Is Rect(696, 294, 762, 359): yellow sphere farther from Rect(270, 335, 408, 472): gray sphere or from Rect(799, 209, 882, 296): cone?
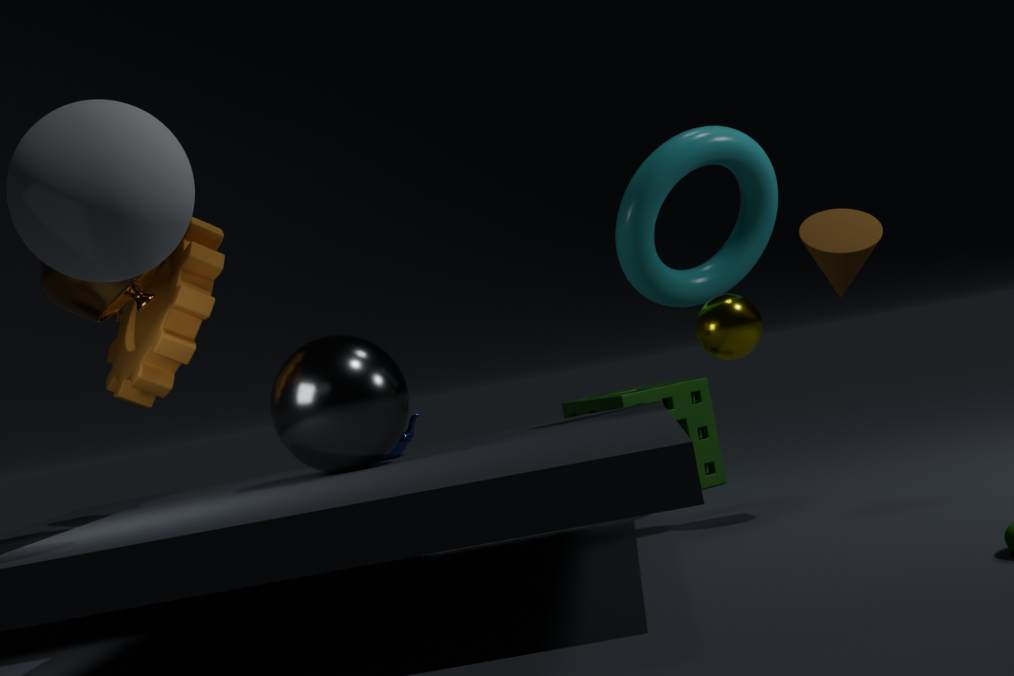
Rect(270, 335, 408, 472): gray sphere
